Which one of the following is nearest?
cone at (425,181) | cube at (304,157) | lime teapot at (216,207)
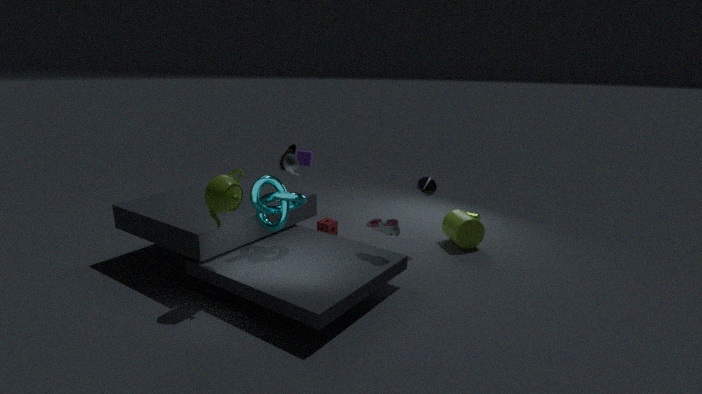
lime teapot at (216,207)
